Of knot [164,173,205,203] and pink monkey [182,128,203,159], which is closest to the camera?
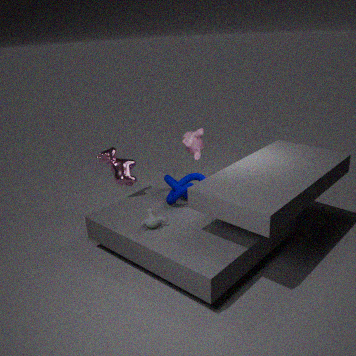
knot [164,173,205,203]
